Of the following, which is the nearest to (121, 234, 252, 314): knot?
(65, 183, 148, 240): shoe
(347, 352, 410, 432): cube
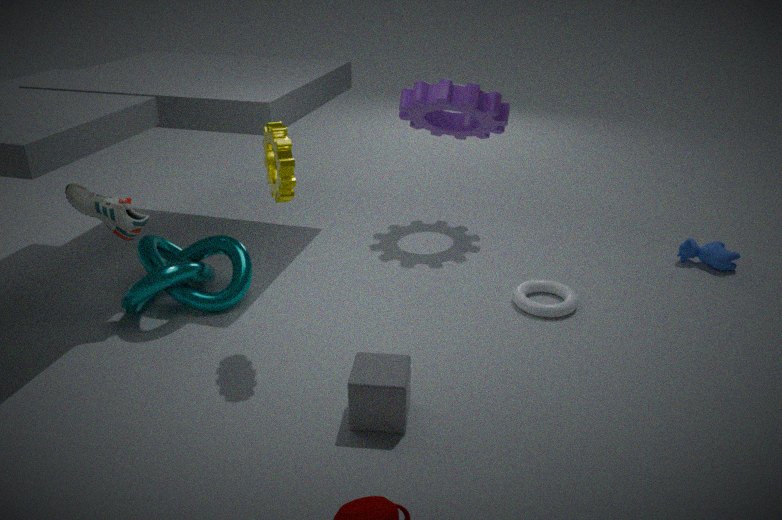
(65, 183, 148, 240): shoe
